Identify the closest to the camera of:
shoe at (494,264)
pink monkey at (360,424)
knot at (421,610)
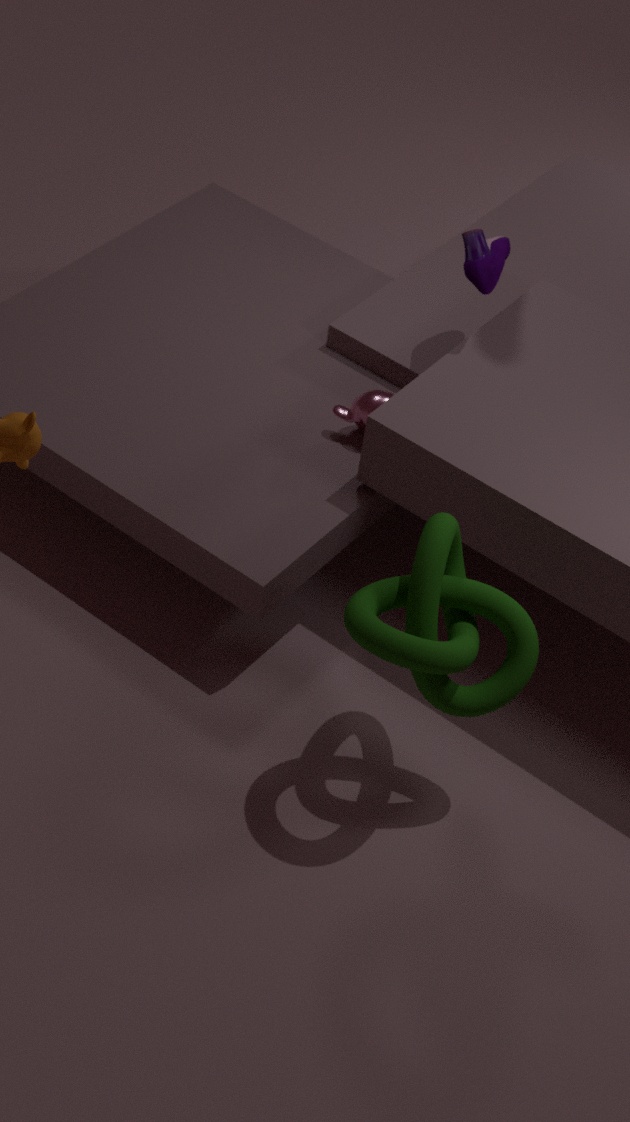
knot at (421,610)
